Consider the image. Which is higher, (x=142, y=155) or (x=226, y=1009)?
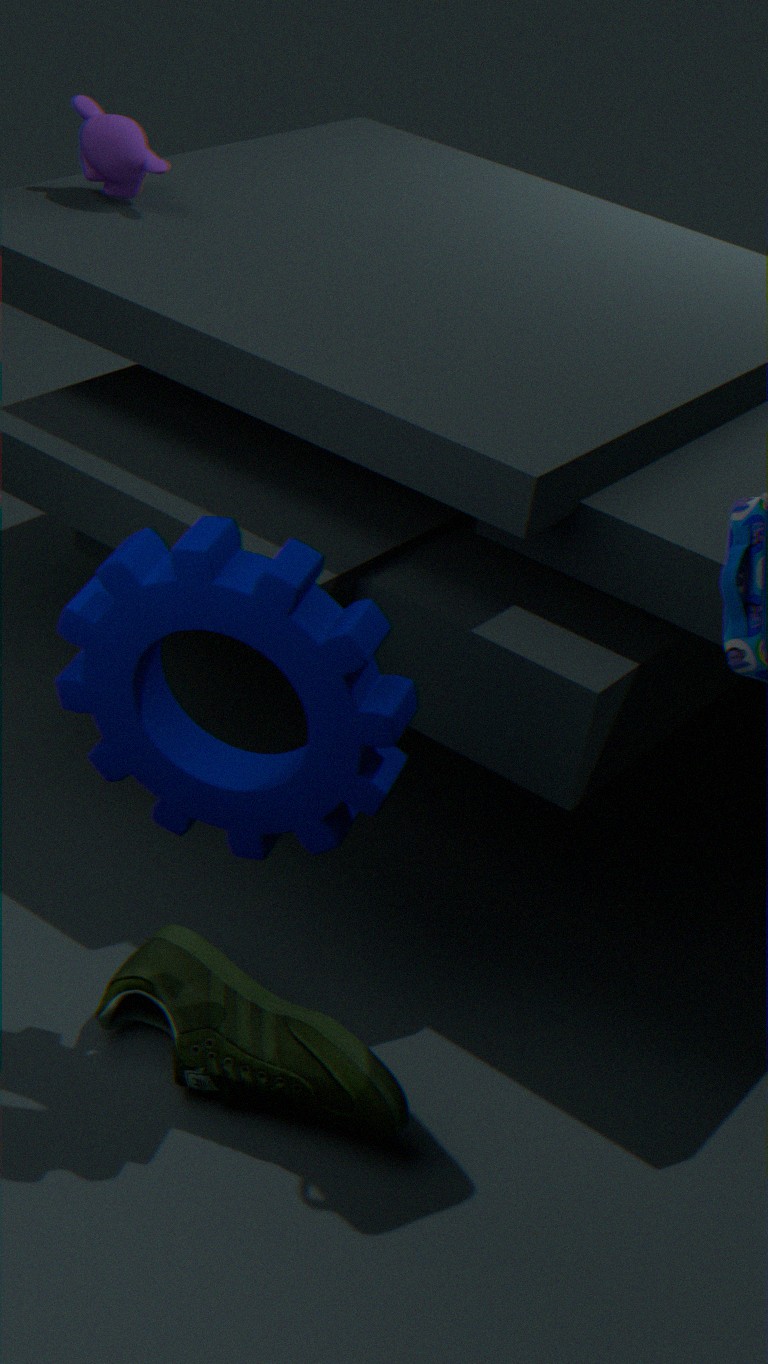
(x=142, y=155)
